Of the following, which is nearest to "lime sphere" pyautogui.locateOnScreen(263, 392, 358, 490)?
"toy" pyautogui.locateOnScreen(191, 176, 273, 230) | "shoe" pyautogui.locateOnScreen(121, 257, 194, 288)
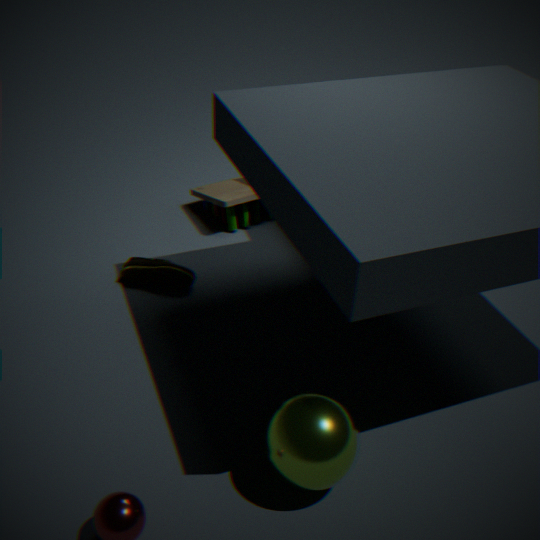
"shoe" pyautogui.locateOnScreen(121, 257, 194, 288)
